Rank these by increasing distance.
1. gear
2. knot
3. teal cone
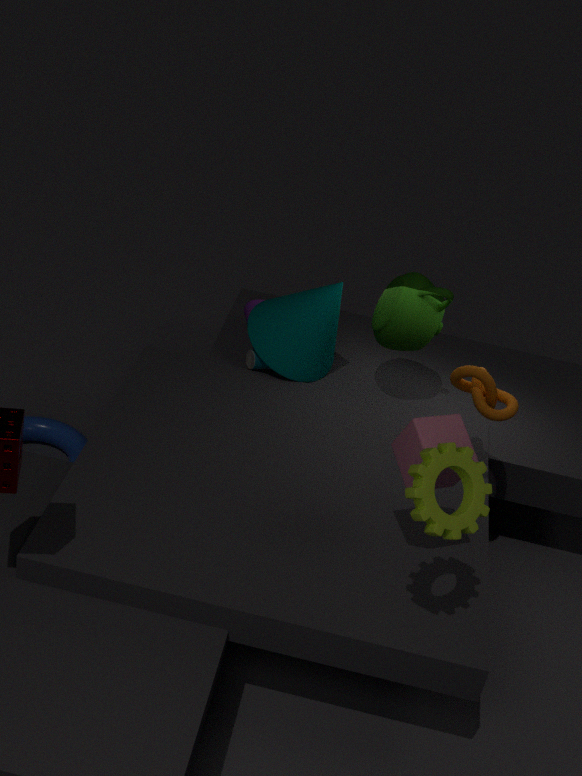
gear < knot < teal cone
